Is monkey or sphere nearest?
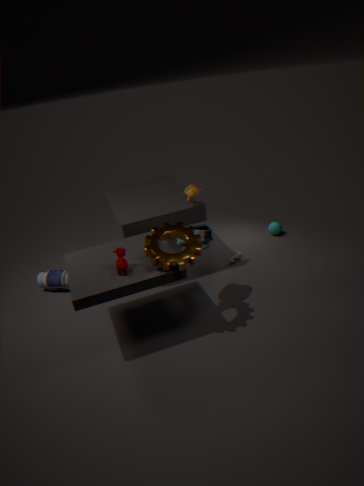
monkey
